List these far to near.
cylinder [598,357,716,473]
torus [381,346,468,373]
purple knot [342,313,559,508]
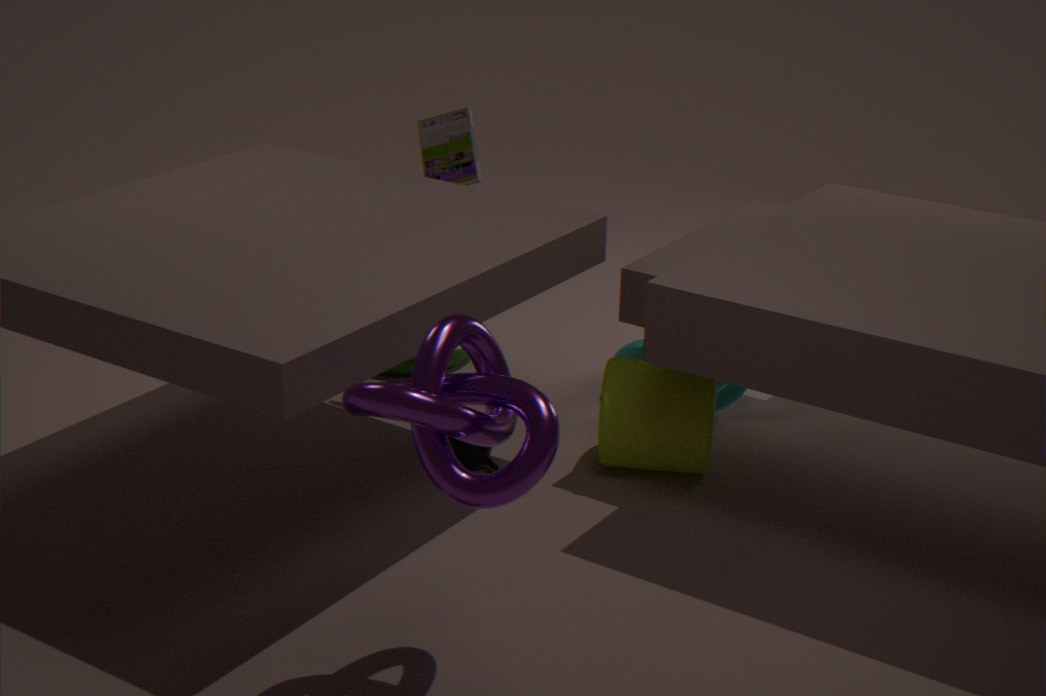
torus [381,346,468,373] < cylinder [598,357,716,473] < purple knot [342,313,559,508]
